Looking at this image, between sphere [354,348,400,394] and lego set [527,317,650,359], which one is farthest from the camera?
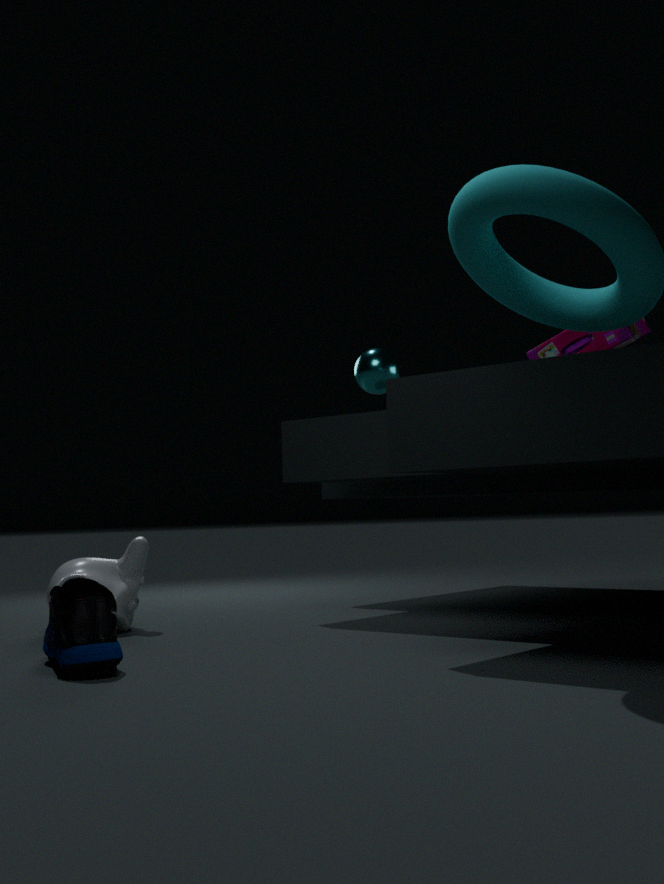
sphere [354,348,400,394]
